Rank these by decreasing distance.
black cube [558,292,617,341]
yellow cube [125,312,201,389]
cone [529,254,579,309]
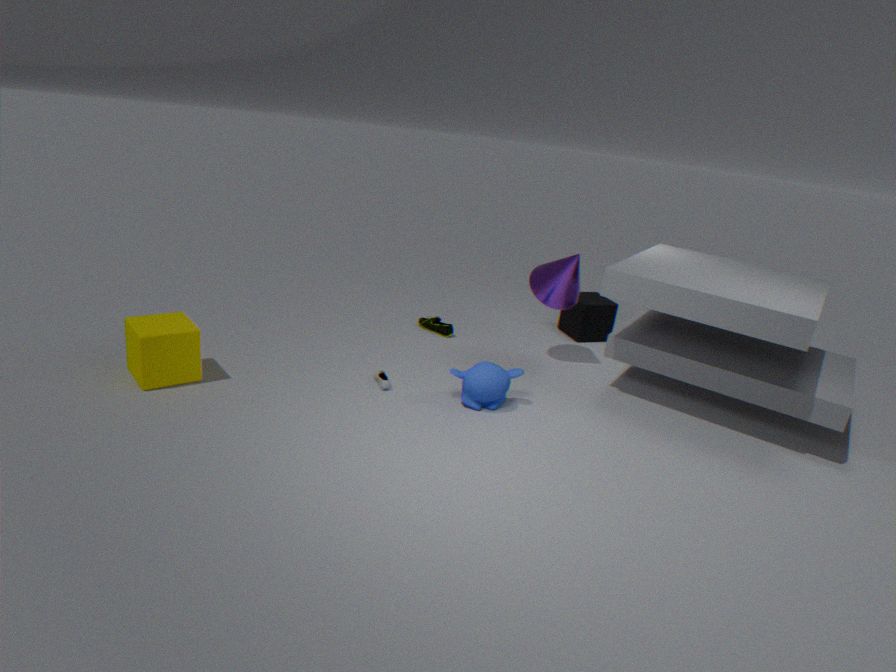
1. black cube [558,292,617,341]
2. cone [529,254,579,309]
3. yellow cube [125,312,201,389]
